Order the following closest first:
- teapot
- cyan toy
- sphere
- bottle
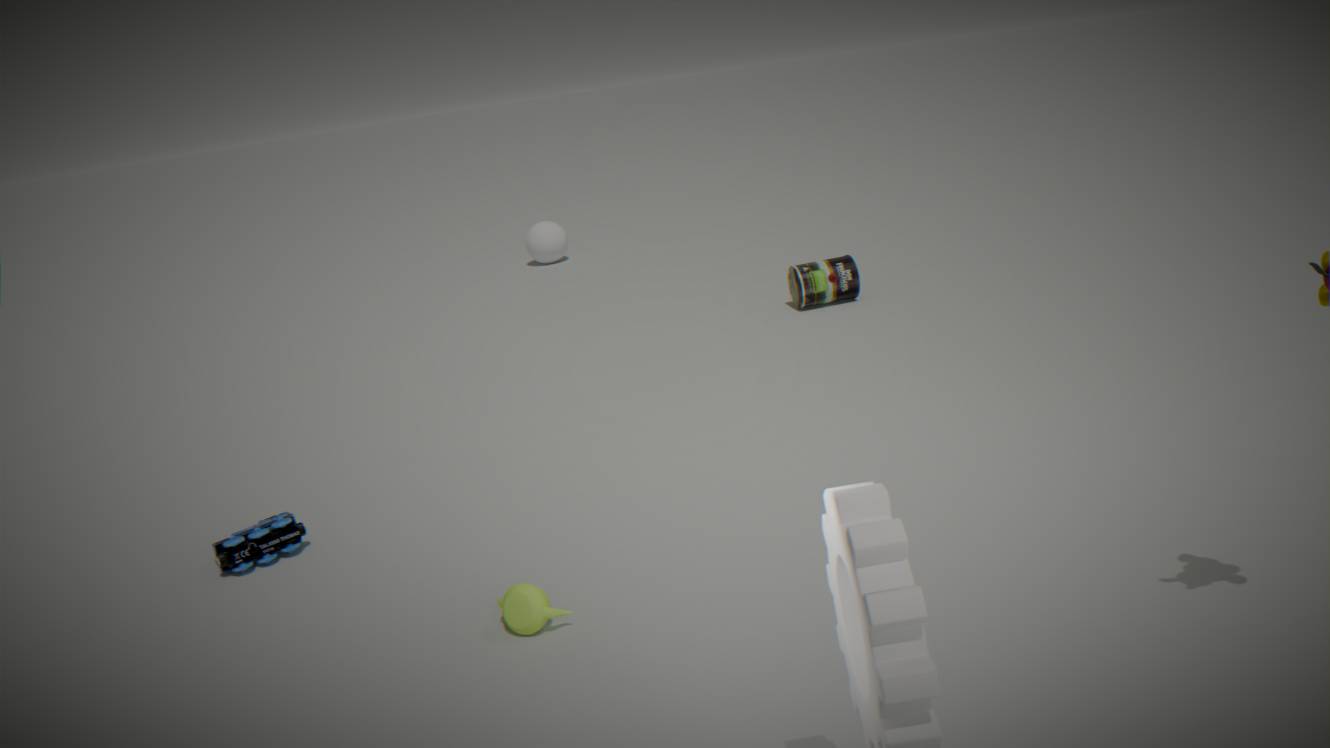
teapot
cyan toy
bottle
sphere
